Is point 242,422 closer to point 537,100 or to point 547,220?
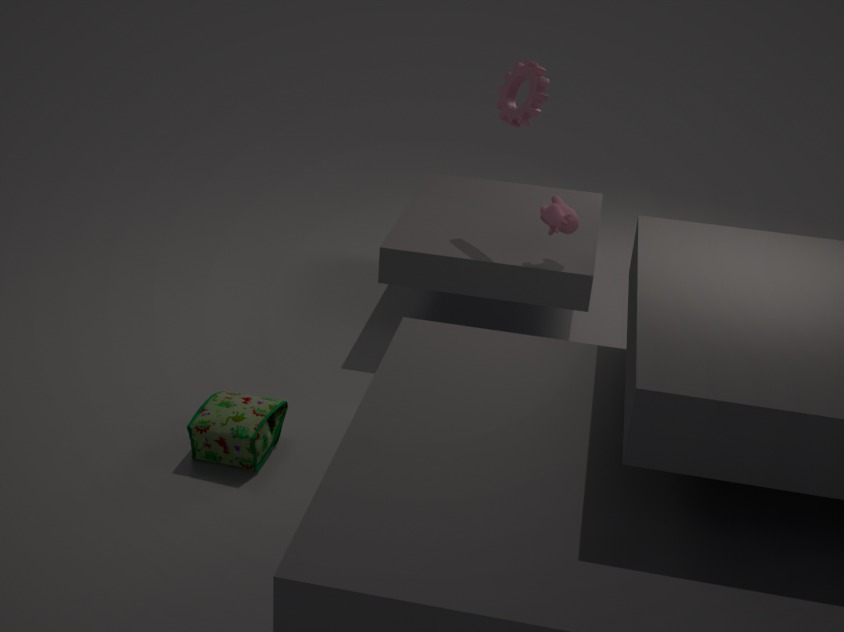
point 547,220
